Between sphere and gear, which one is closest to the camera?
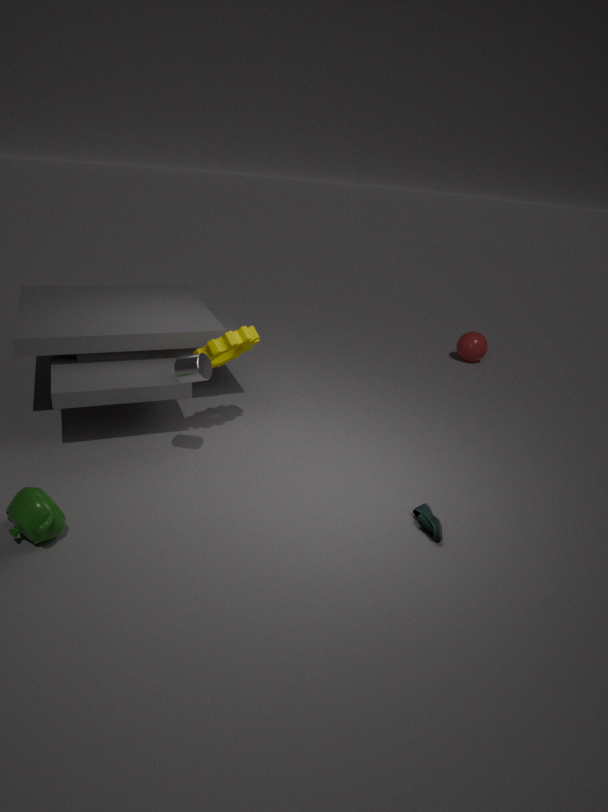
gear
